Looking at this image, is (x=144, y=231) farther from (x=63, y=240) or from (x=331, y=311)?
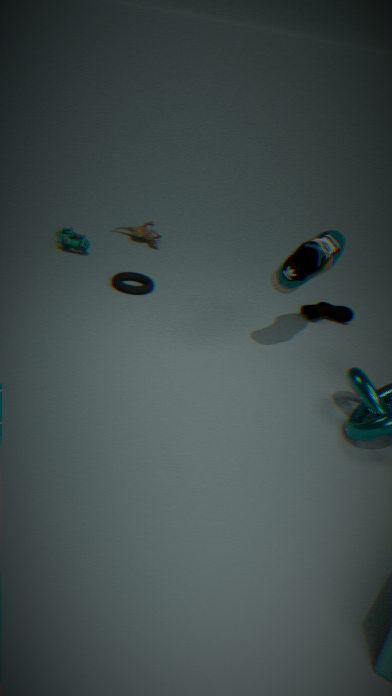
(x=331, y=311)
